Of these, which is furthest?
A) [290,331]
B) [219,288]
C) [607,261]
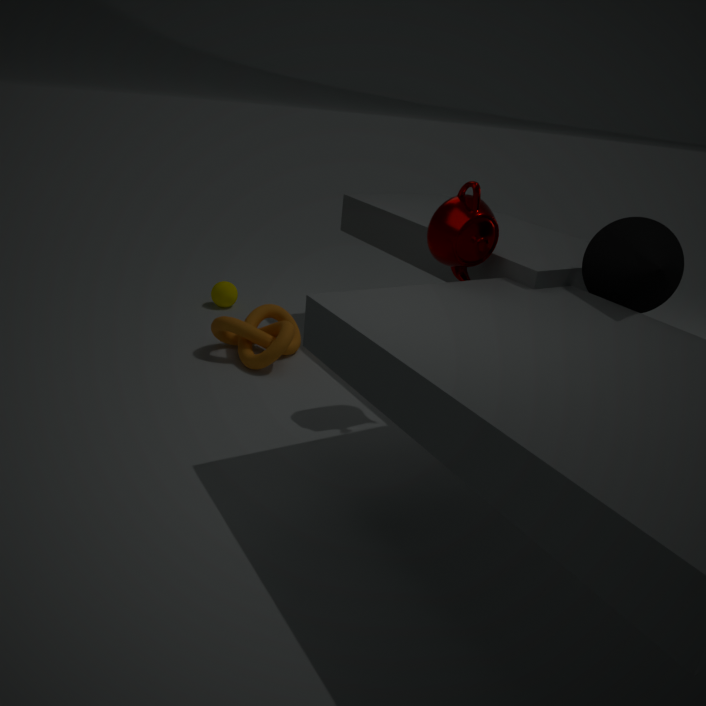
[219,288]
